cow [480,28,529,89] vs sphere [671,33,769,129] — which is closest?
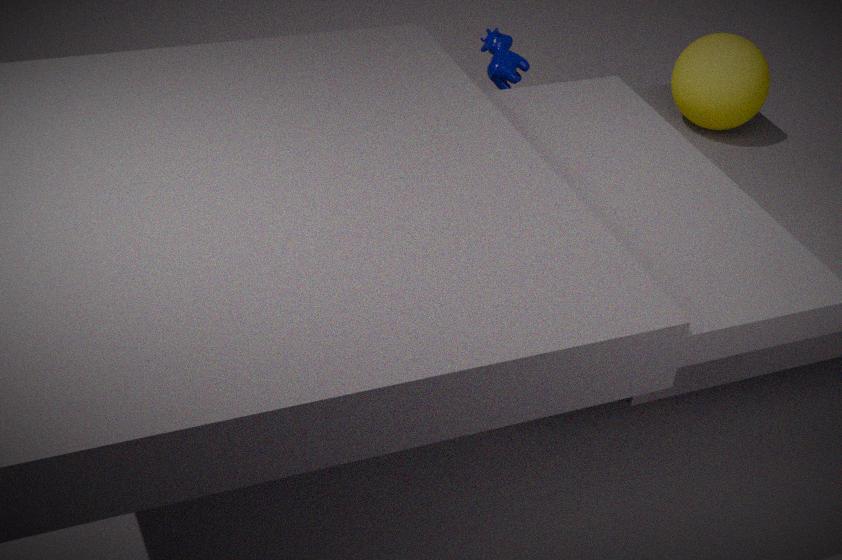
sphere [671,33,769,129]
